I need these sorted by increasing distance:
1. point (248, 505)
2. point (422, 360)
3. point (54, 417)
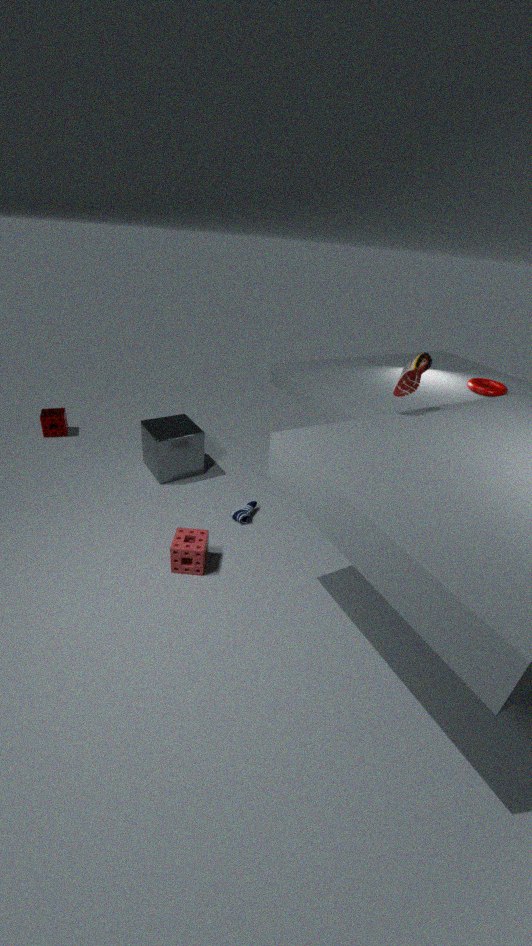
point (422, 360) → point (248, 505) → point (54, 417)
